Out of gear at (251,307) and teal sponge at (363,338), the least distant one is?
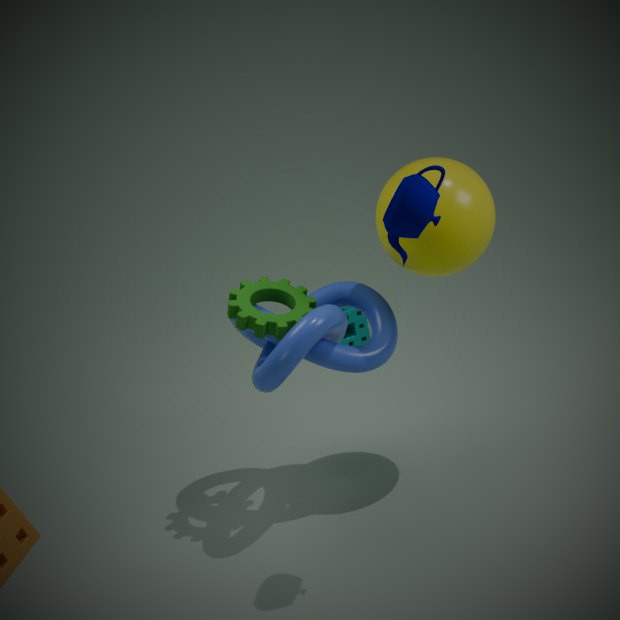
gear at (251,307)
